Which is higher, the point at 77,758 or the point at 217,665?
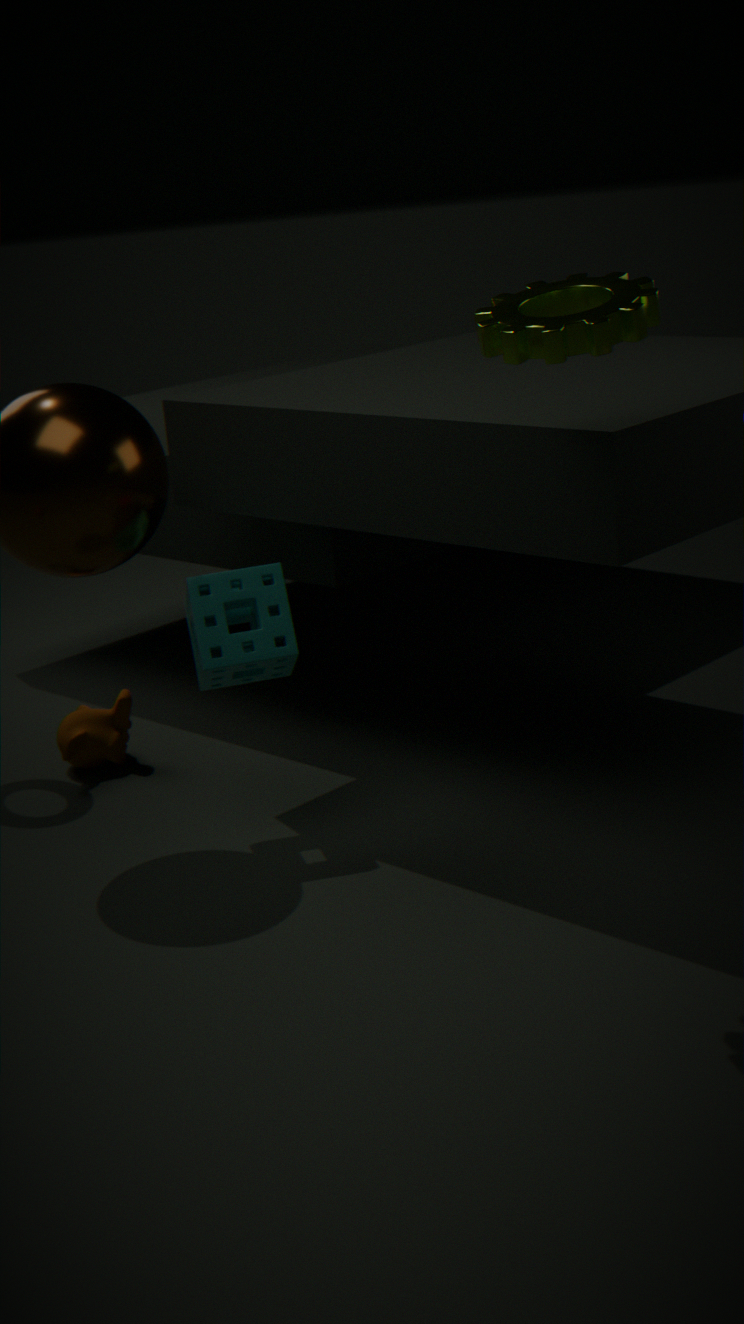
the point at 217,665
